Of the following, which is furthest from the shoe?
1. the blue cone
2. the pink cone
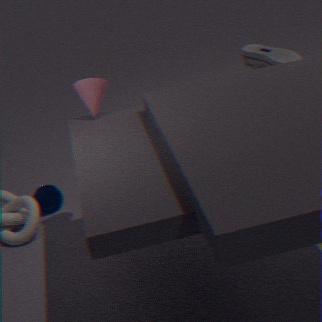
the blue cone
